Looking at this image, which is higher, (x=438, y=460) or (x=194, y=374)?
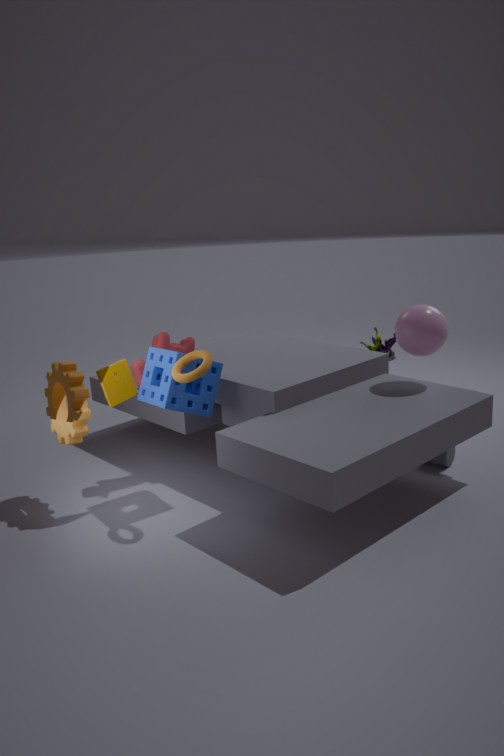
(x=194, y=374)
